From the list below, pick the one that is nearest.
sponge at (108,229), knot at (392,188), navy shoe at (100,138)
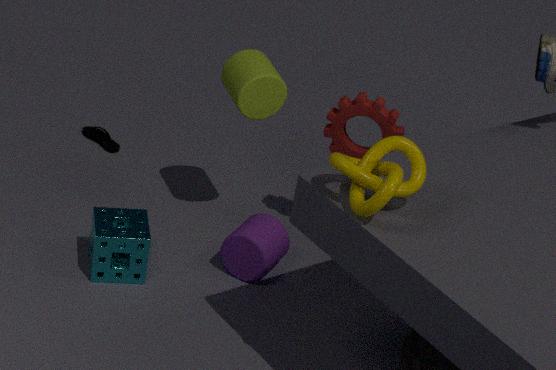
knot at (392,188)
